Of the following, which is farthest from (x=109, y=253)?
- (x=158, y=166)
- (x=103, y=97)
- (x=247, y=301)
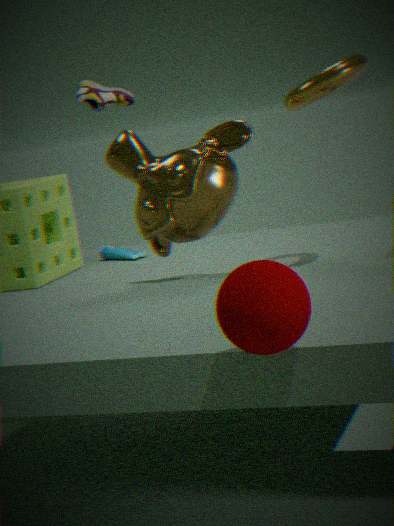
(x=247, y=301)
